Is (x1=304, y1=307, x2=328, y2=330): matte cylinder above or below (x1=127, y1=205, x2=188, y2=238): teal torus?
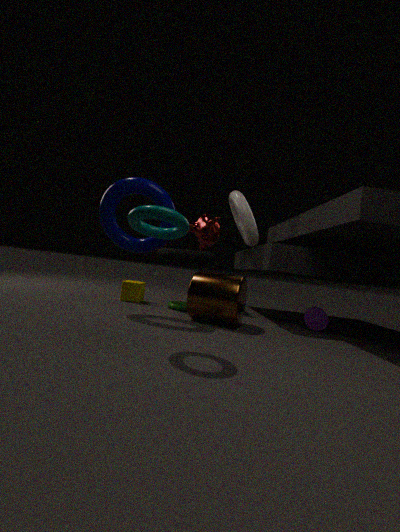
below
